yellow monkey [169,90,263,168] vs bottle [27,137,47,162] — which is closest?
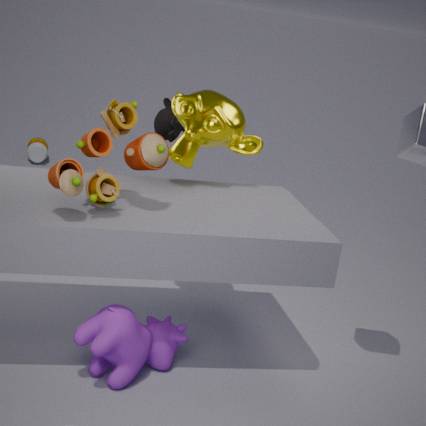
yellow monkey [169,90,263,168]
